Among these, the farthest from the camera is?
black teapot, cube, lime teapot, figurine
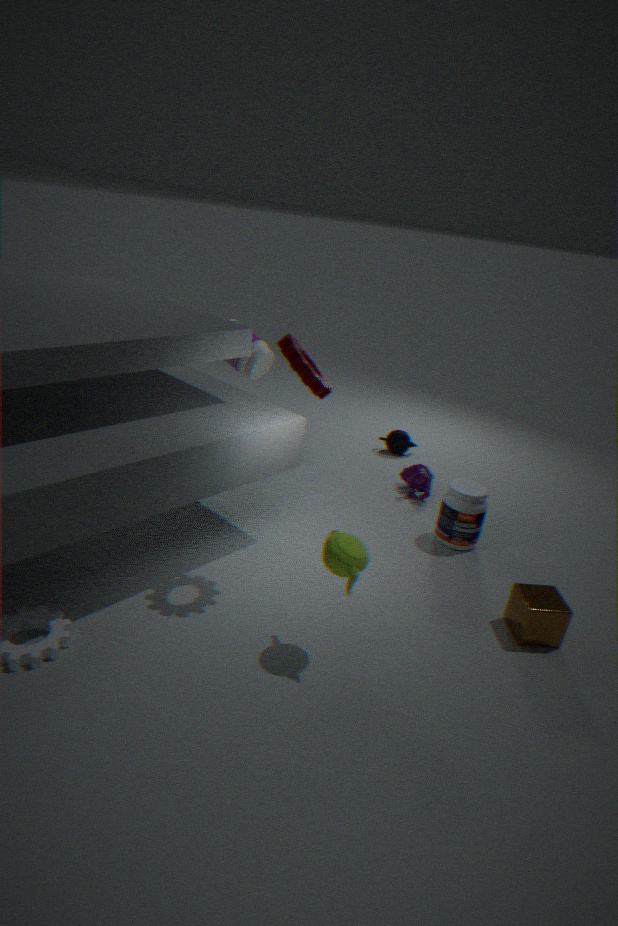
black teapot
